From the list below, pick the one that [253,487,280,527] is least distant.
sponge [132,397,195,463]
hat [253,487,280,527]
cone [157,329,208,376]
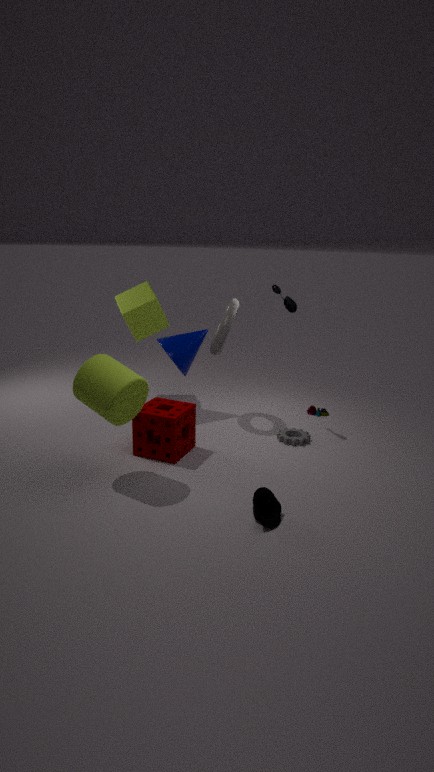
hat [253,487,280,527]
